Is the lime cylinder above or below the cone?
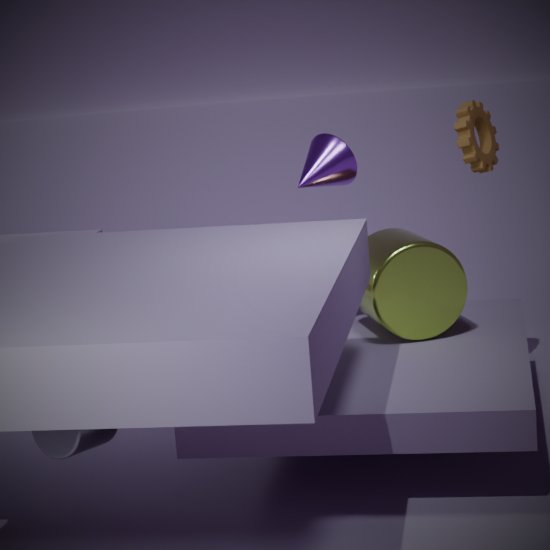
below
